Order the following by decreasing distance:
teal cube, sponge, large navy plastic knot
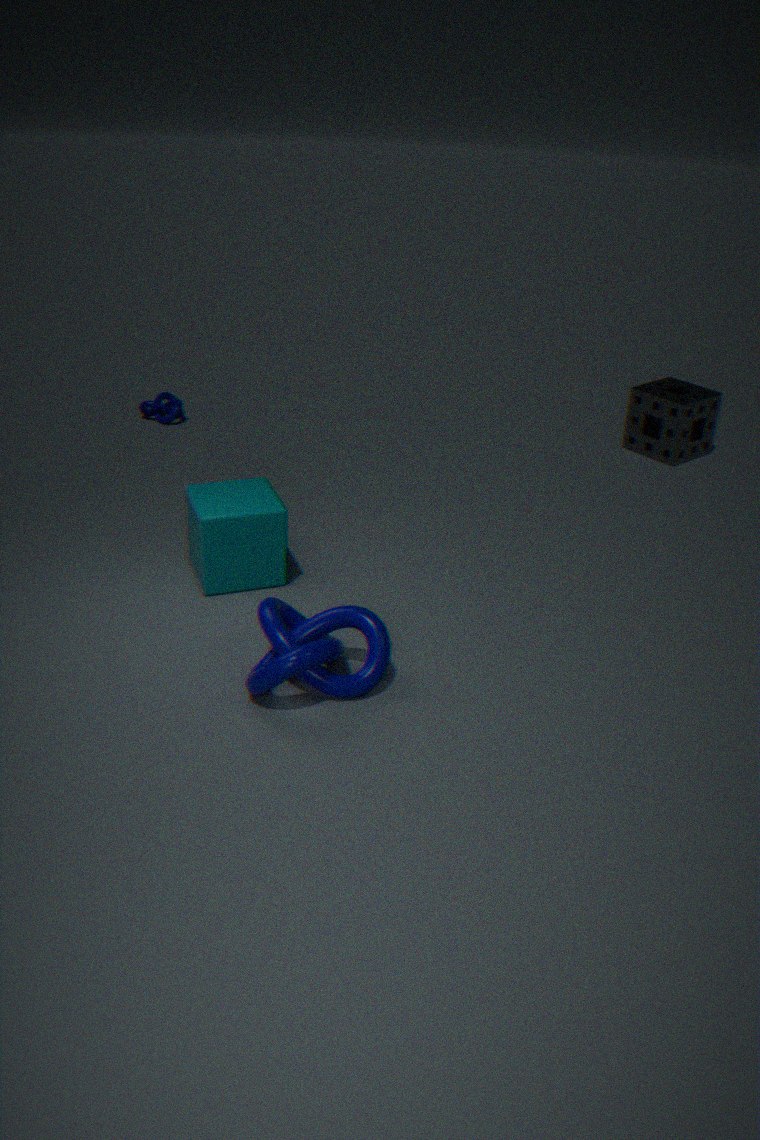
sponge → teal cube → large navy plastic knot
